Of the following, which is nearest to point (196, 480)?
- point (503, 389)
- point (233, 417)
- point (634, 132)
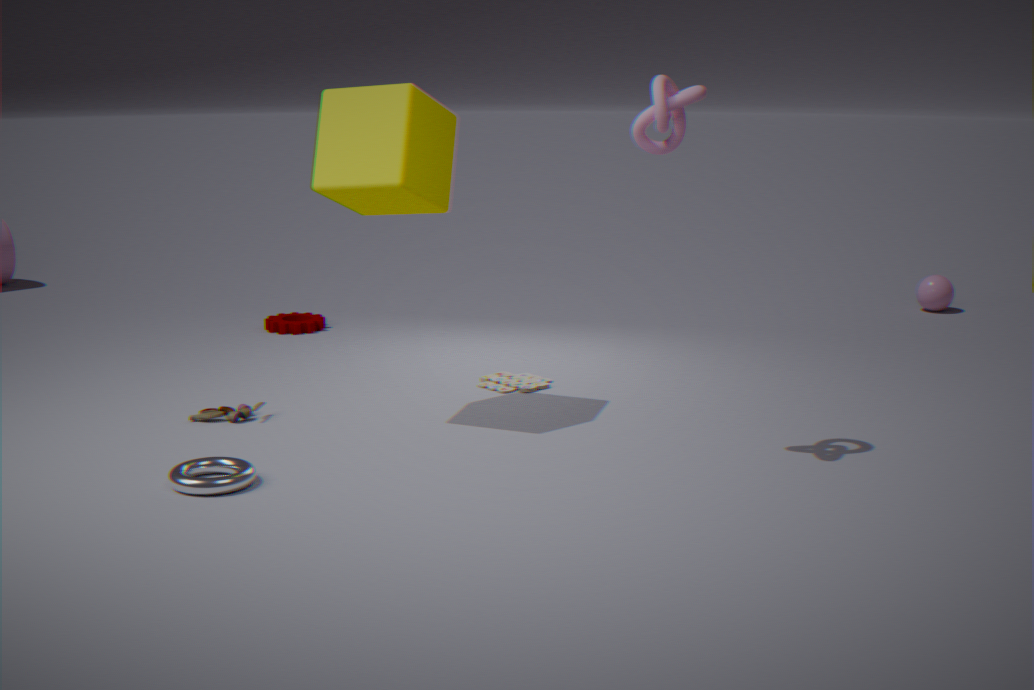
point (233, 417)
